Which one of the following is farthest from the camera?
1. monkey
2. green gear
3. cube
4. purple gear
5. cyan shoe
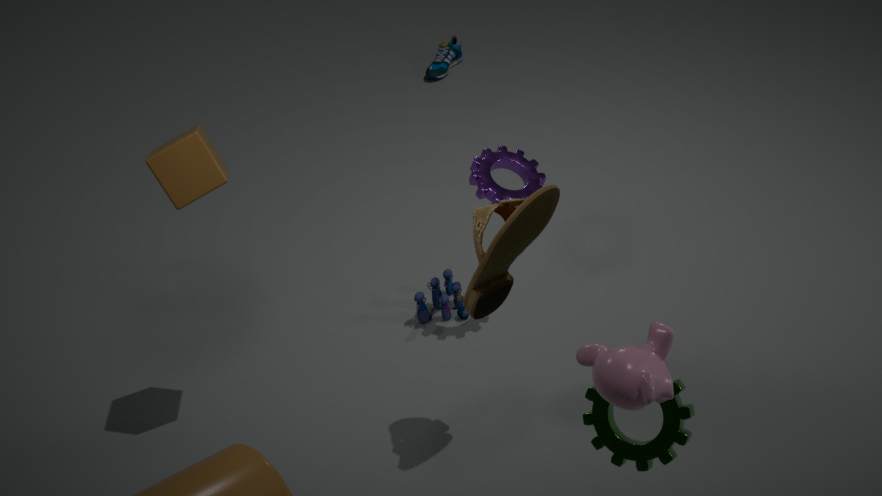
cyan shoe
